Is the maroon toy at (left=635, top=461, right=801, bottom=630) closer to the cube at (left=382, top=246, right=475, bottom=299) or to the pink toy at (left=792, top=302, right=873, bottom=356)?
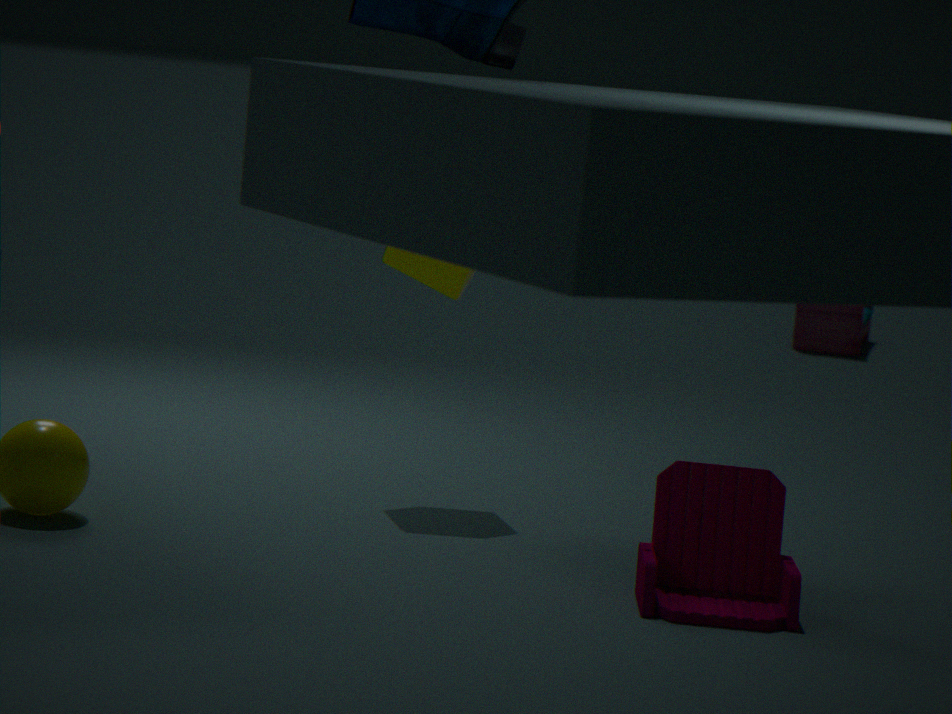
the cube at (left=382, top=246, right=475, bottom=299)
